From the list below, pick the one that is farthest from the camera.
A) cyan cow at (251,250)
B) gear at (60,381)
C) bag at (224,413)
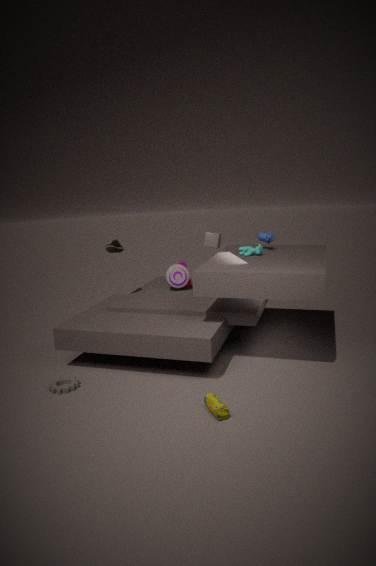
cyan cow at (251,250)
